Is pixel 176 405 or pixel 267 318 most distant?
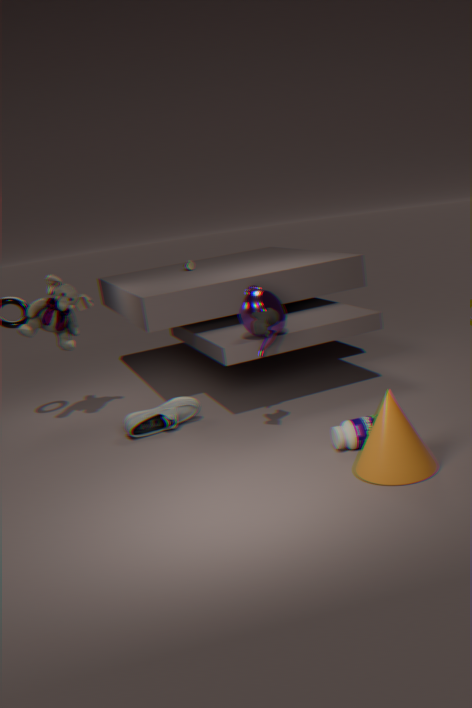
pixel 176 405
